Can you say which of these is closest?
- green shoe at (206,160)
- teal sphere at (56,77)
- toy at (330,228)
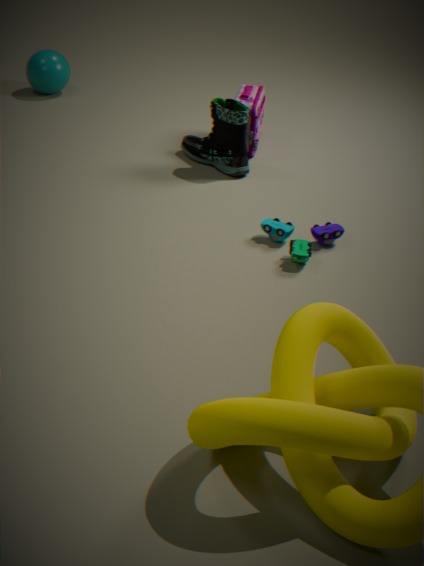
toy at (330,228)
